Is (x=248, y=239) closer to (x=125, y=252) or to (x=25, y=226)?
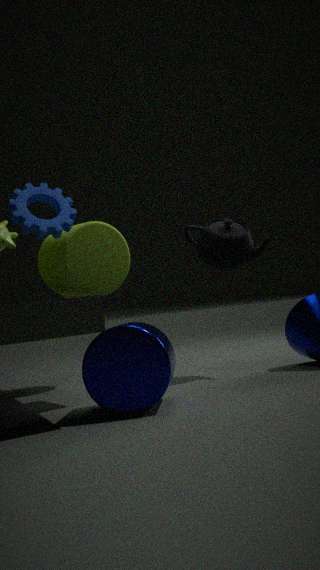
(x=125, y=252)
